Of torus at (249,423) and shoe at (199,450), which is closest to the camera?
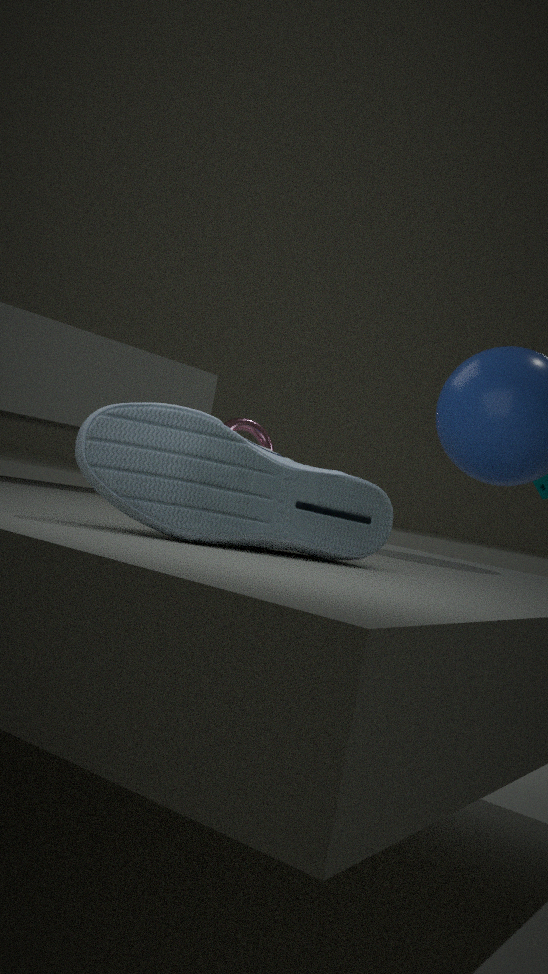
shoe at (199,450)
